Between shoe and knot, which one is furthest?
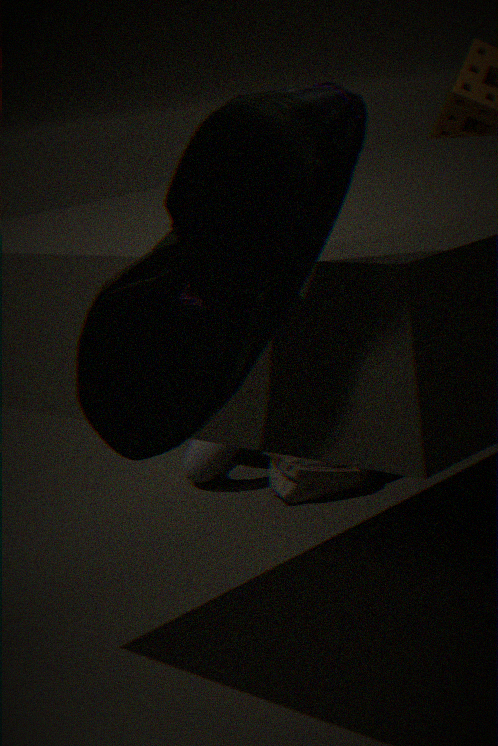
knot
